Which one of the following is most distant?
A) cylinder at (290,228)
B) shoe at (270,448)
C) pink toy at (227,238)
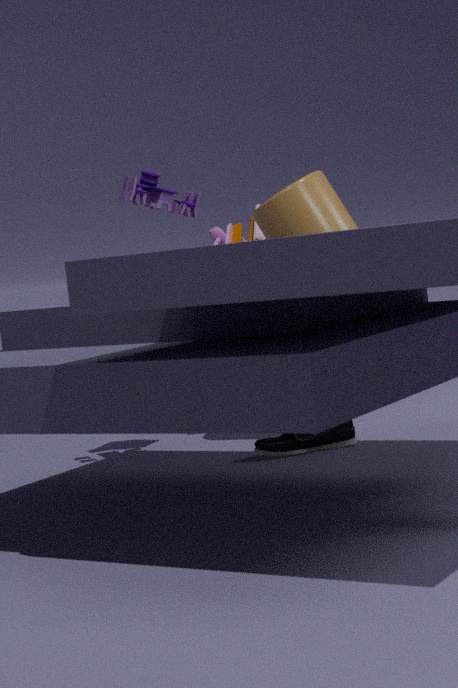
pink toy at (227,238)
